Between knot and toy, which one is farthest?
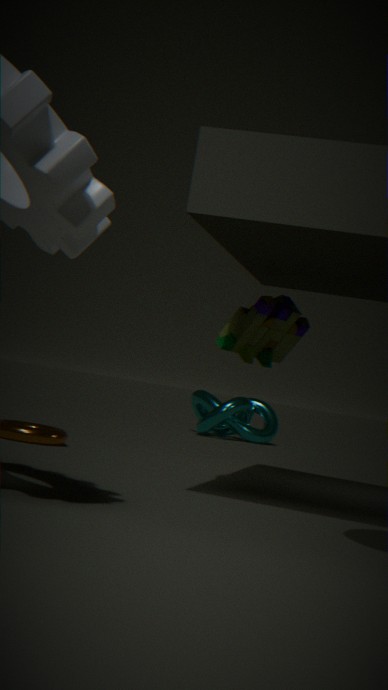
knot
